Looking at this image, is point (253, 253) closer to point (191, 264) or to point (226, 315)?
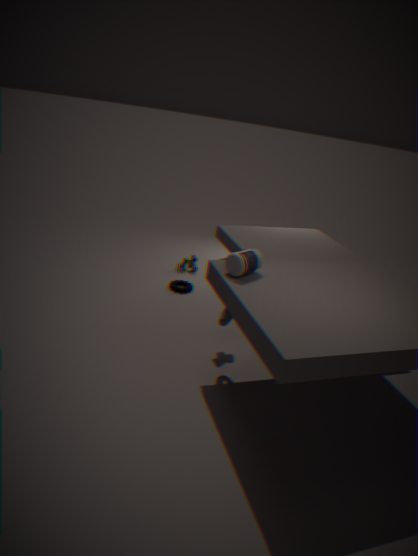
point (226, 315)
